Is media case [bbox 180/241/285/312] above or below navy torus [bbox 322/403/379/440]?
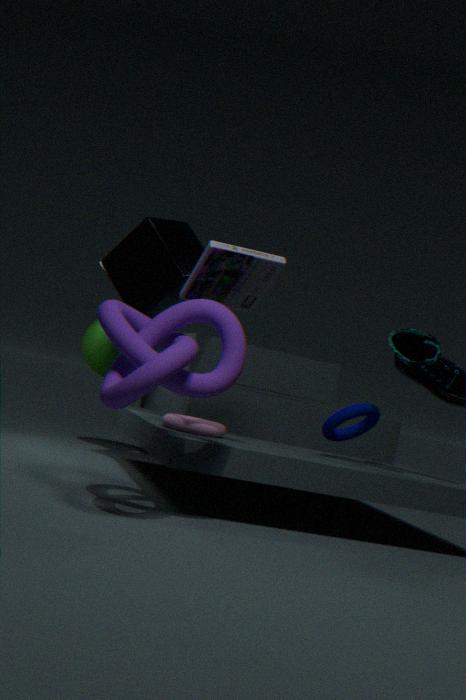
above
